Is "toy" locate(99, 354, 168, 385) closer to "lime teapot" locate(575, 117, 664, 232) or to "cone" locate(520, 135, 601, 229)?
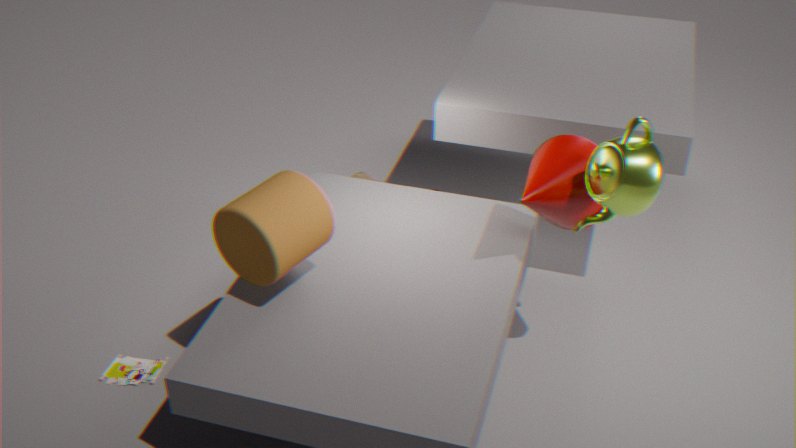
"cone" locate(520, 135, 601, 229)
